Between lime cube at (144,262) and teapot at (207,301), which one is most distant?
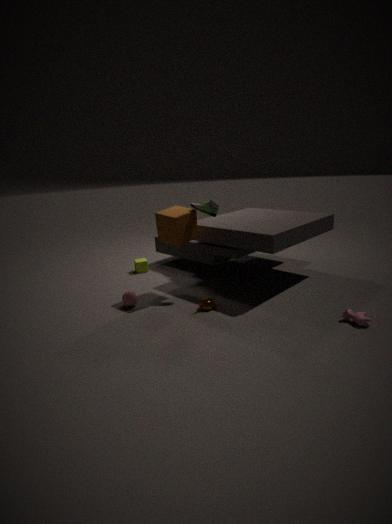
lime cube at (144,262)
